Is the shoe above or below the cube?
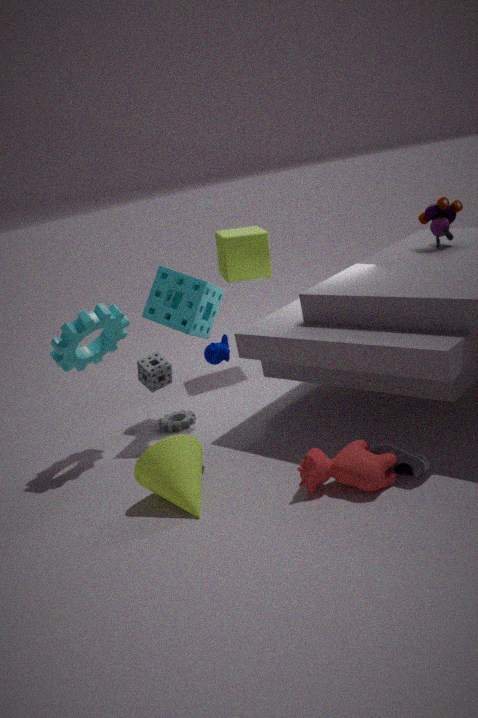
below
